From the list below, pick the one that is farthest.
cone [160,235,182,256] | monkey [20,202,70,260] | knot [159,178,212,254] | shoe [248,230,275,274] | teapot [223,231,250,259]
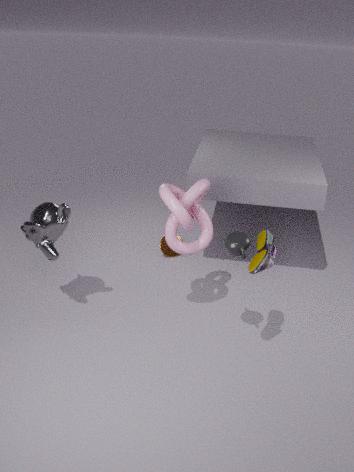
cone [160,235,182,256]
